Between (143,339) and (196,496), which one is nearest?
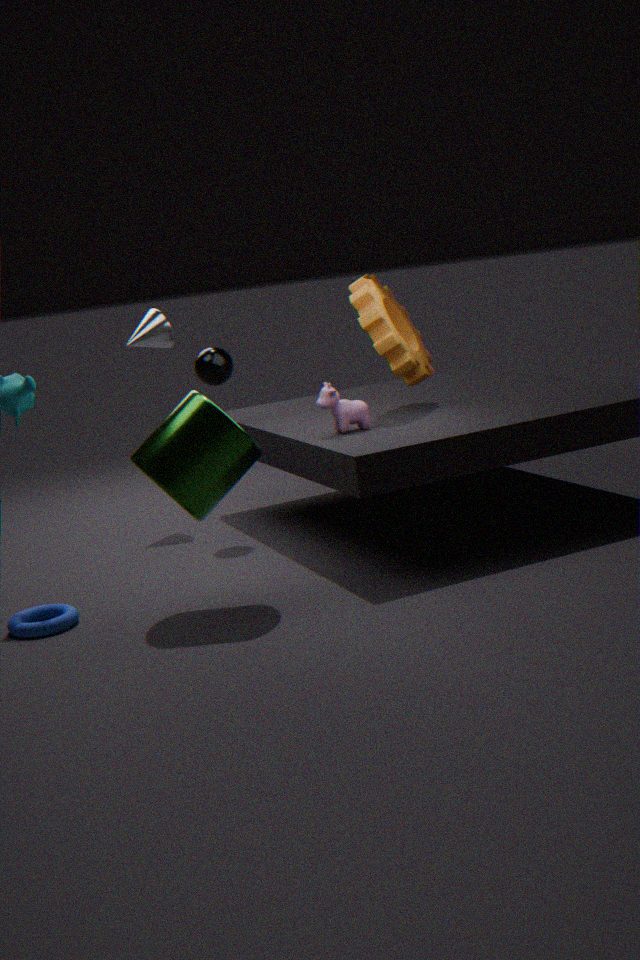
(196,496)
